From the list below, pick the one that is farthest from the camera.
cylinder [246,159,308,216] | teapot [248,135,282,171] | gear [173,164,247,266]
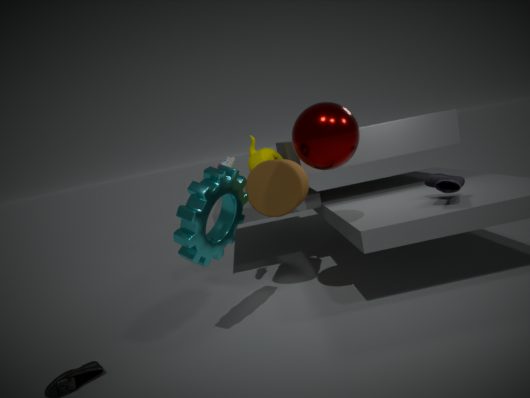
teapot [248,135,282,171]
